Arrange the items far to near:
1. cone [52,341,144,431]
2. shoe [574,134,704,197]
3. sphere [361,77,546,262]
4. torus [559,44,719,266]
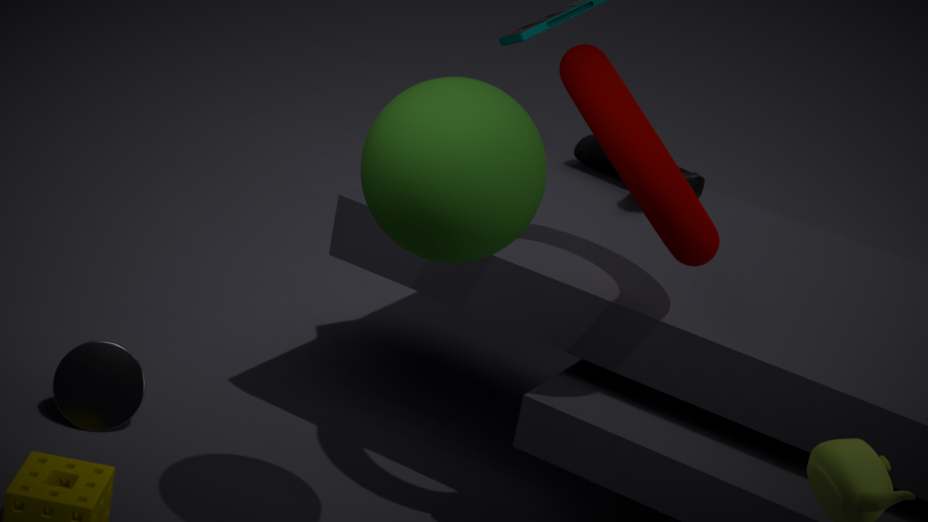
1. shoe [574,134,704,197]
2. cone [52,341,144,431]
3. torus [559,44,719,266]
4. sphere [361,77,546,262]
